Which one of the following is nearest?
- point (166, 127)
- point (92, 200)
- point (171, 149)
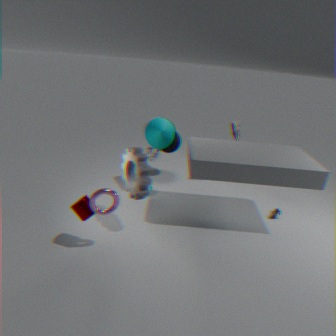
point (92, 200)
